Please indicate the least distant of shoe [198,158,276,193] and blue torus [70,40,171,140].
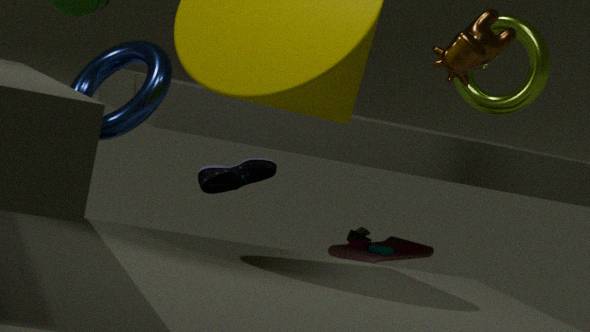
blue torus [70,40,171,140]
